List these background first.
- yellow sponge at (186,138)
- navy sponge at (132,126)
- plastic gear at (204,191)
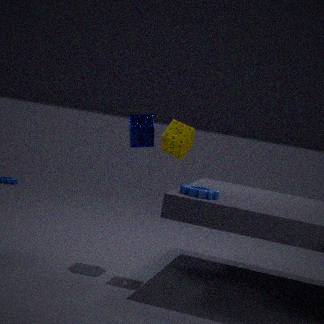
navy sponge at (132,126) < yellow sponge at (186,138) < plastic gear at (204,191)
